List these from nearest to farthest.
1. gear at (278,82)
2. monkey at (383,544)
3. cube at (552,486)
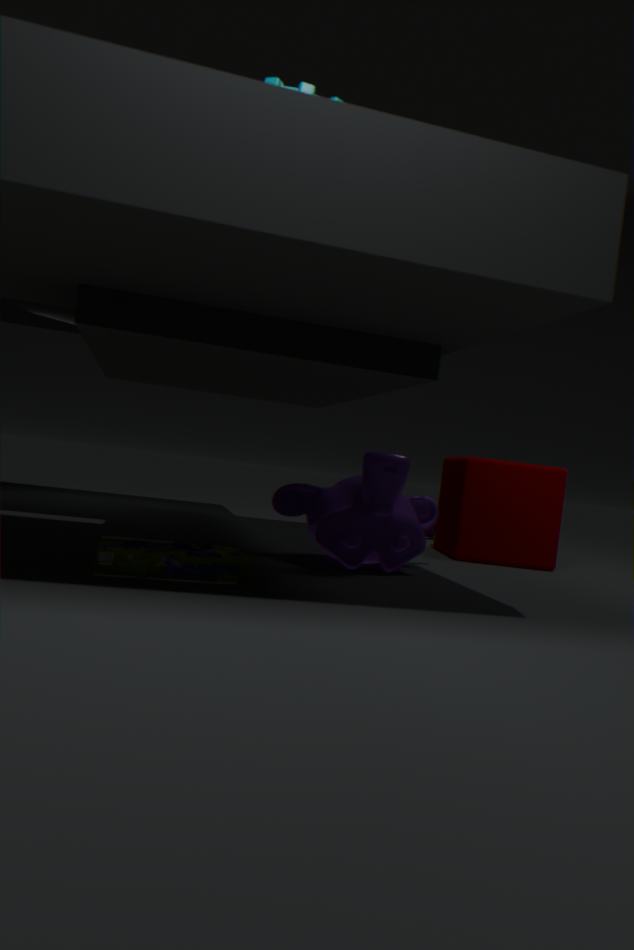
gear at (278,82), monkey at (383,544), cube at (552,486)
